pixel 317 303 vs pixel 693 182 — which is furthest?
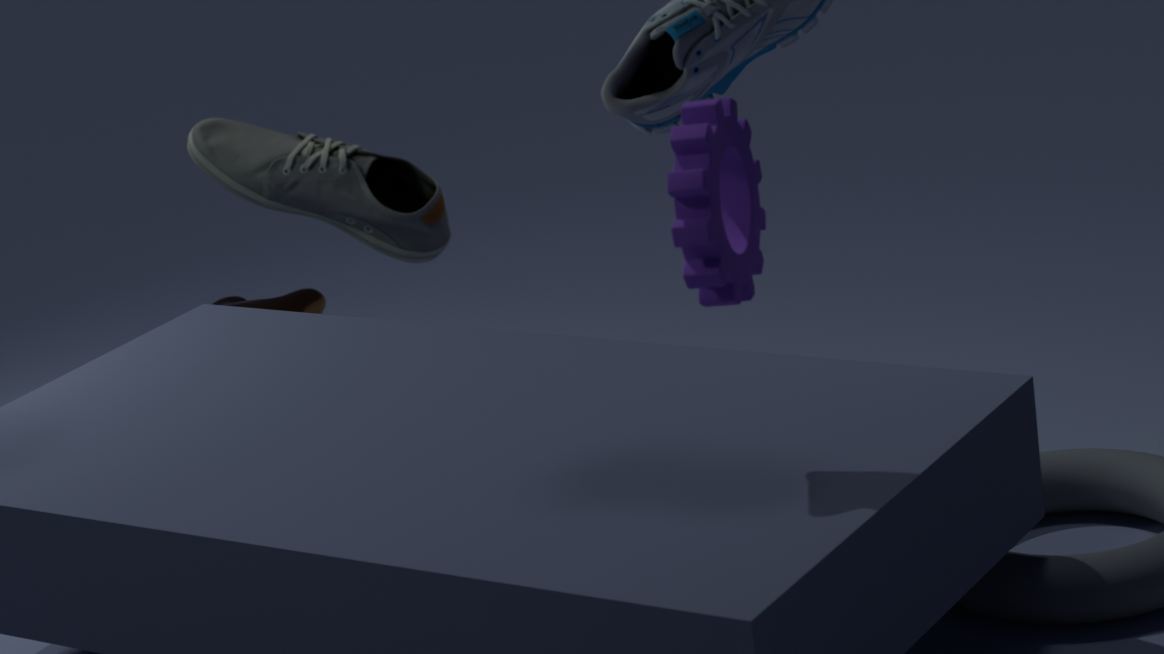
pixel 317 303
